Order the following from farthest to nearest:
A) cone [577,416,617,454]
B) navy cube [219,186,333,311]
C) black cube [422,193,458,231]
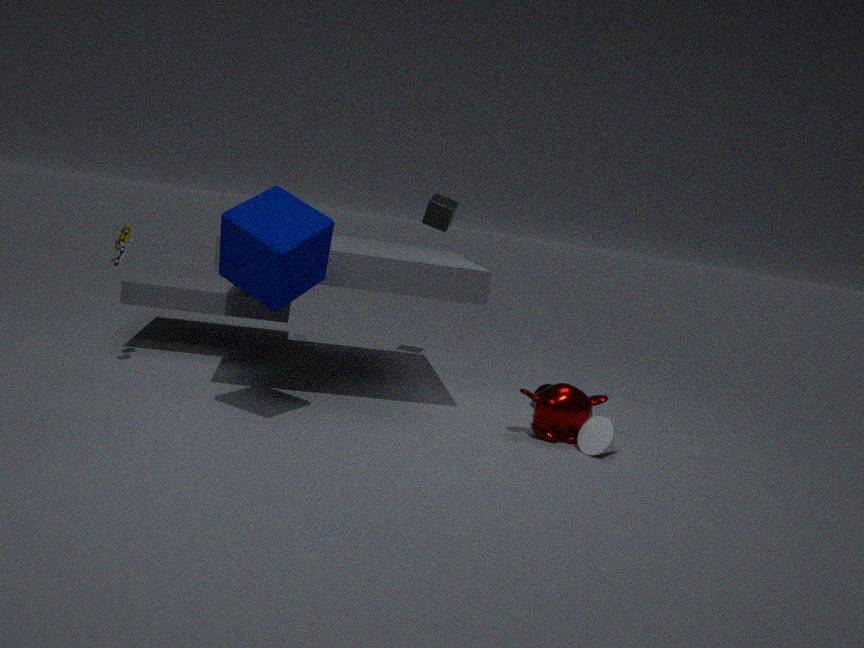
1. black cube [422,193,458,231]
2. cone [577,416,617,454]
3. navy cube [219,186,333,311]
